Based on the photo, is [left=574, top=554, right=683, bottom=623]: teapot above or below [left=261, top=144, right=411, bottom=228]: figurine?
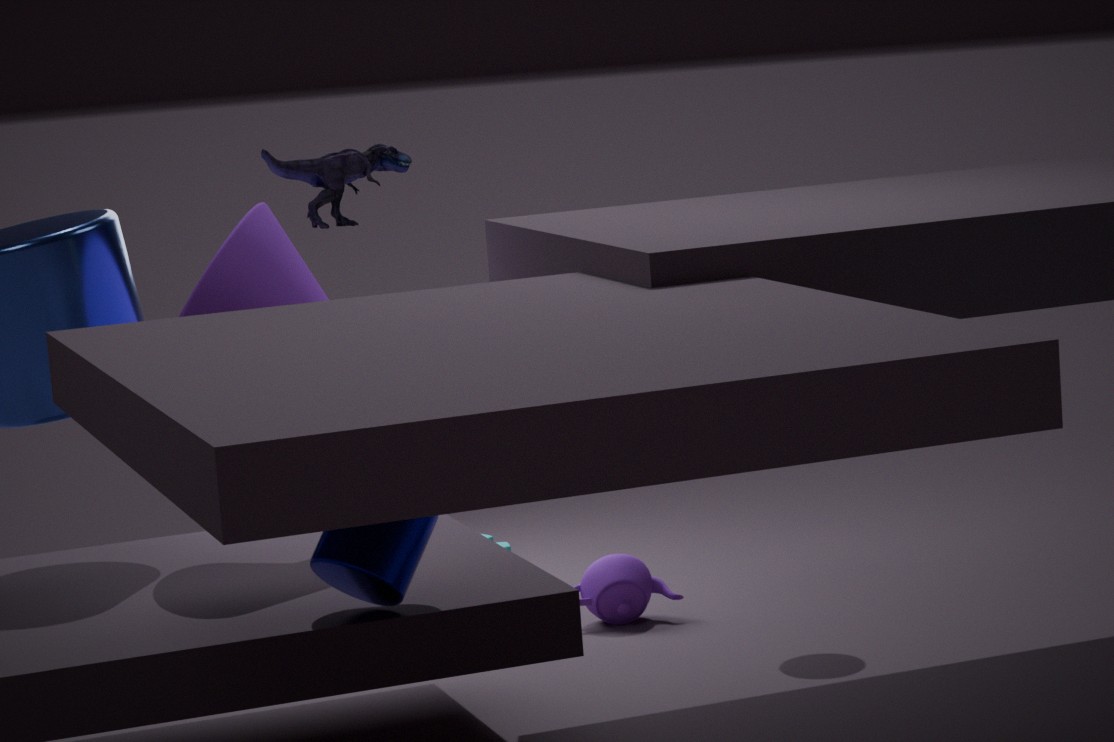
below
